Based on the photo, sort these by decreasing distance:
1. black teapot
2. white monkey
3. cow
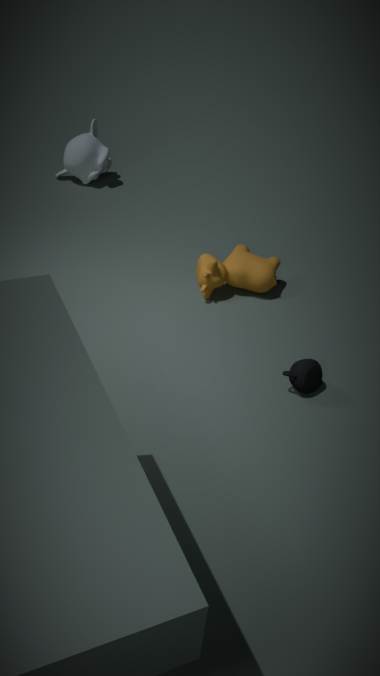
white monkey < cow < black teapot
